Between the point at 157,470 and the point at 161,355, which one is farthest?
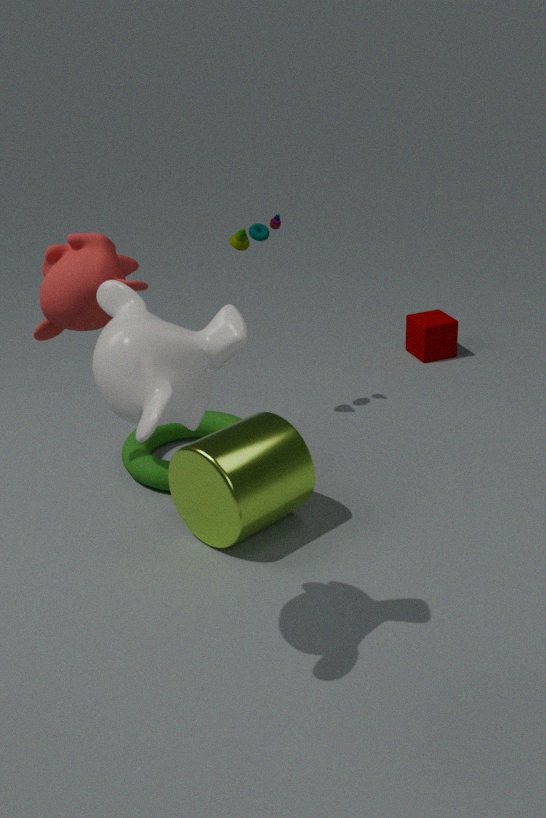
the point at 157,470
